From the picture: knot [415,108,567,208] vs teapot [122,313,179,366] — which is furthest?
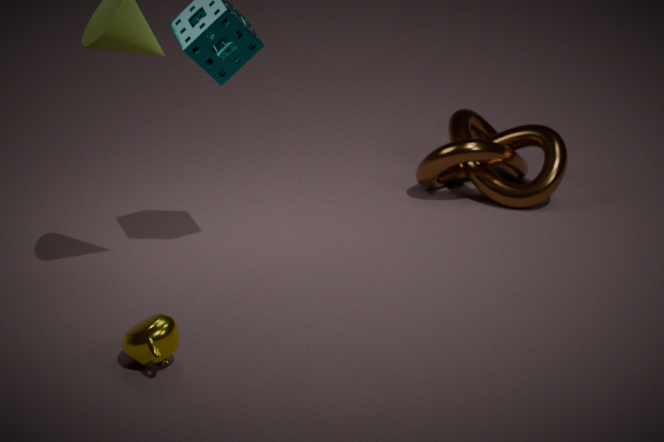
knot [415,108,567,208]
